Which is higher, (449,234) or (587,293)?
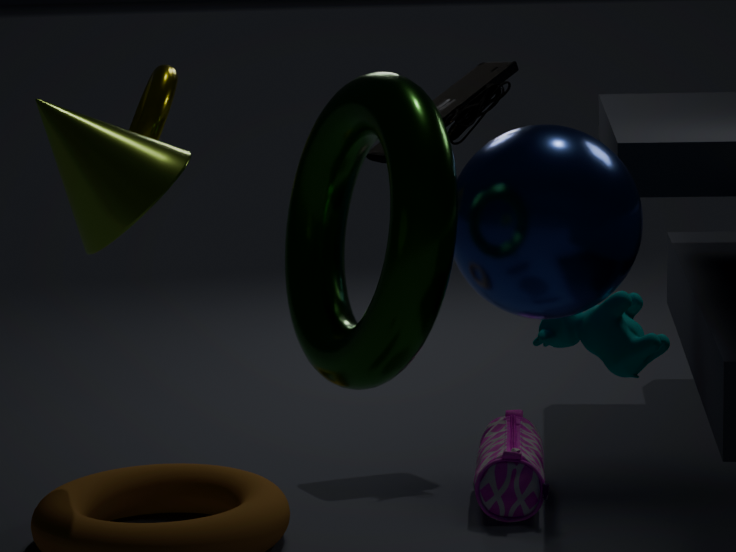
(449,234)
